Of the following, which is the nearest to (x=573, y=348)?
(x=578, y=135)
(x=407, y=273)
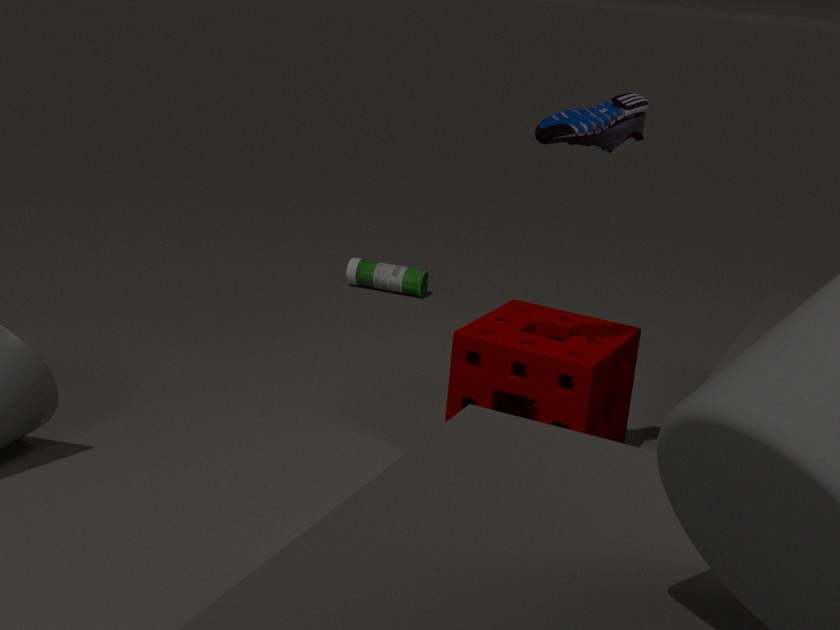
(x=578, y=135)
